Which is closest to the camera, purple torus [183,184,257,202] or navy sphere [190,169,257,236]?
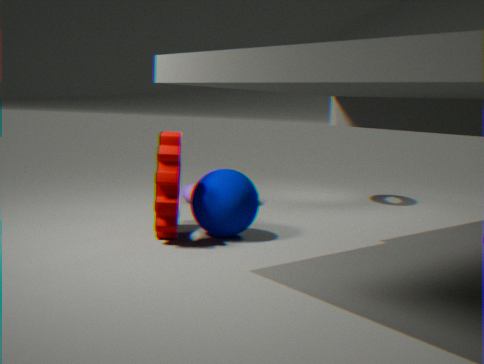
navy sphere [190,169,257,236]
